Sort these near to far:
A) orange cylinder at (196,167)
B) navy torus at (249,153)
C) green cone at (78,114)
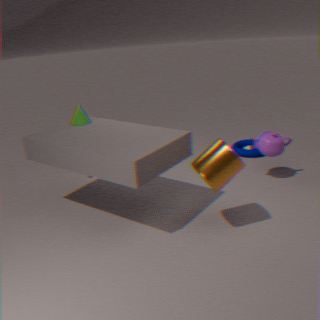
orange cylinder at (196,167) → green cone at (78,114) → navy torus at (249,153)
